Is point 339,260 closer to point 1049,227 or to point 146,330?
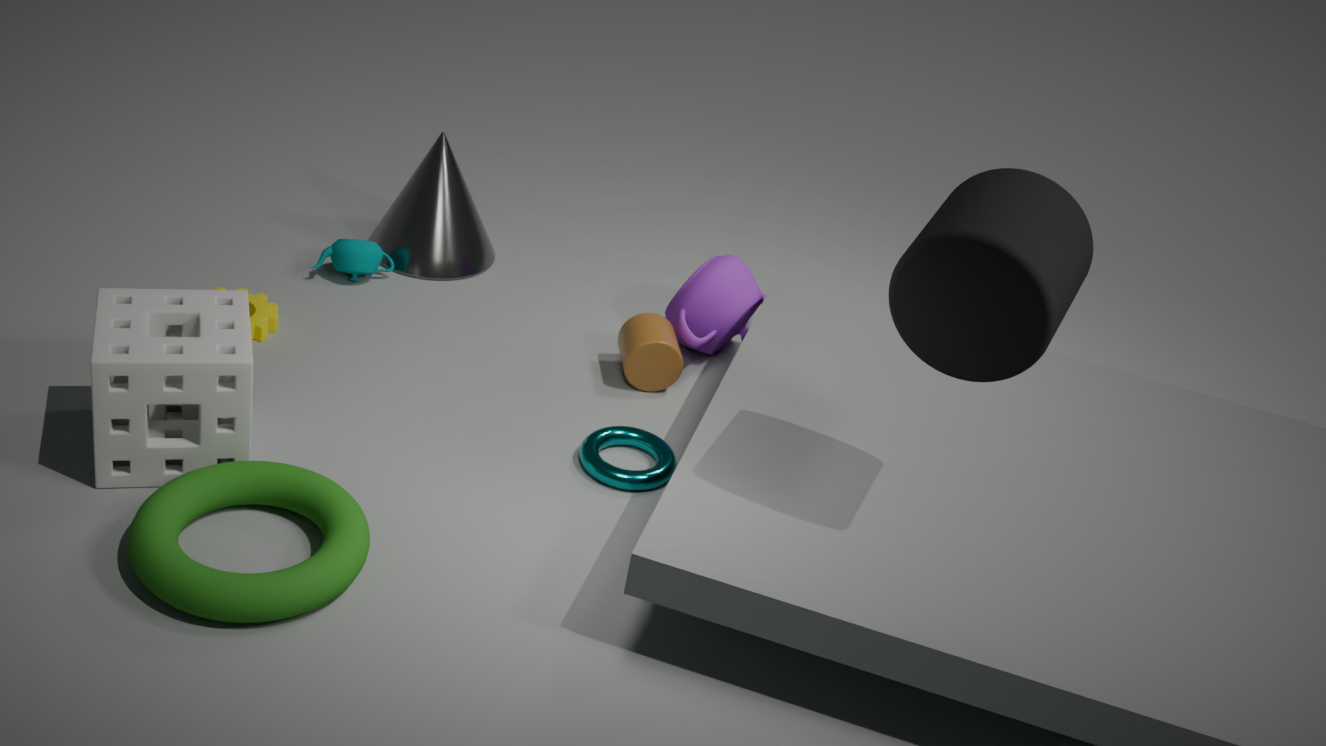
point 146,330
